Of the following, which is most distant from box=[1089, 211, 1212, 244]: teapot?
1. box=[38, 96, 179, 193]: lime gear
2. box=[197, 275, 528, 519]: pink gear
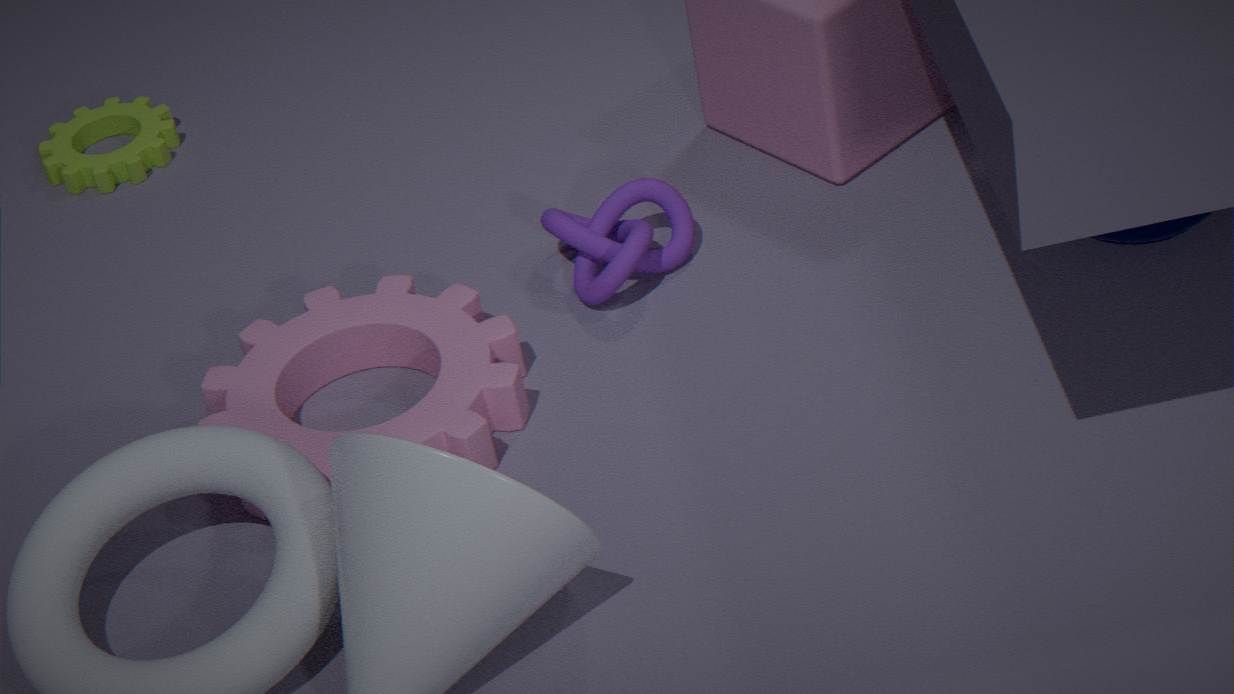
box=[38, 96, 179, 193]: lime gear
